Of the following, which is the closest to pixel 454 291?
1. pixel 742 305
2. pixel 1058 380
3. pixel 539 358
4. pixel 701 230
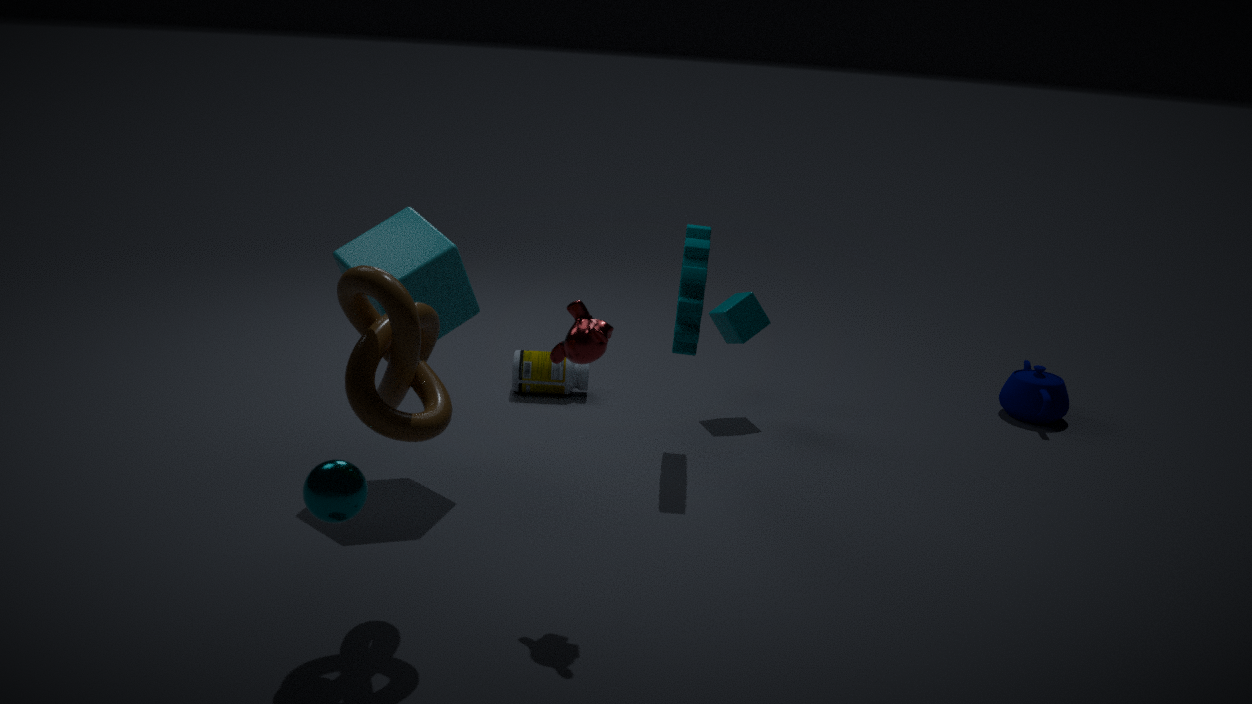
pixel 701 230
